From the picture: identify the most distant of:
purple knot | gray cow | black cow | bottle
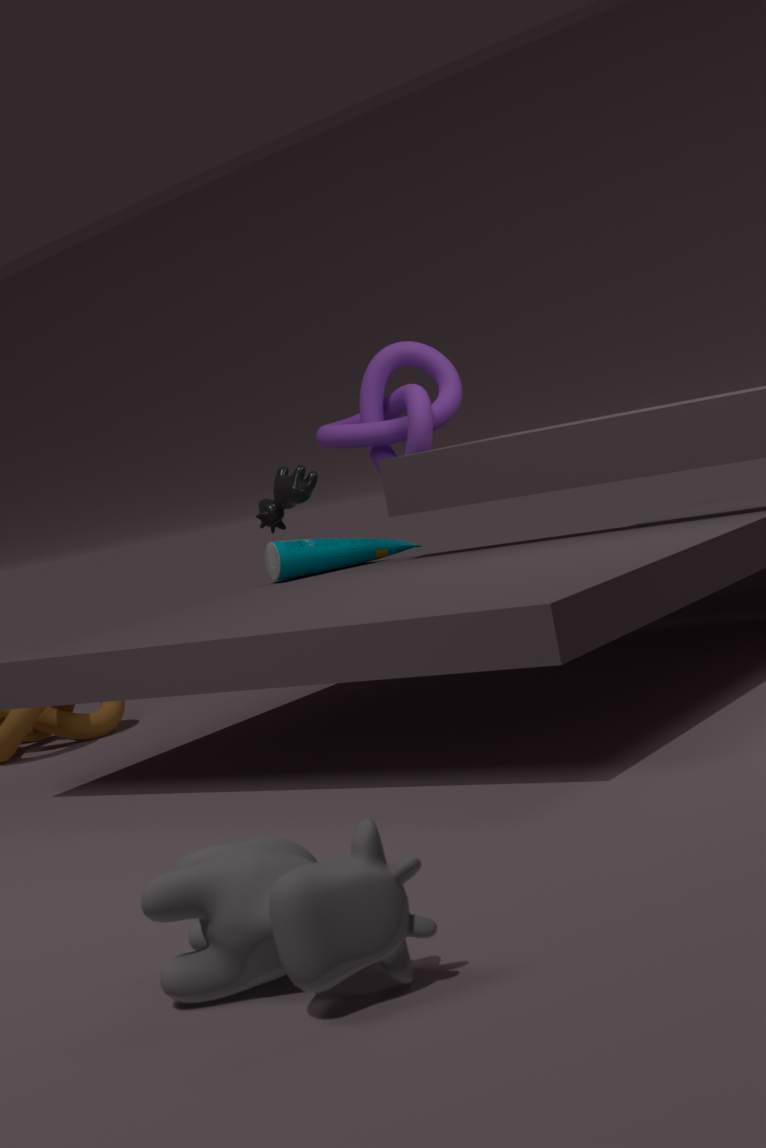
purple knot
